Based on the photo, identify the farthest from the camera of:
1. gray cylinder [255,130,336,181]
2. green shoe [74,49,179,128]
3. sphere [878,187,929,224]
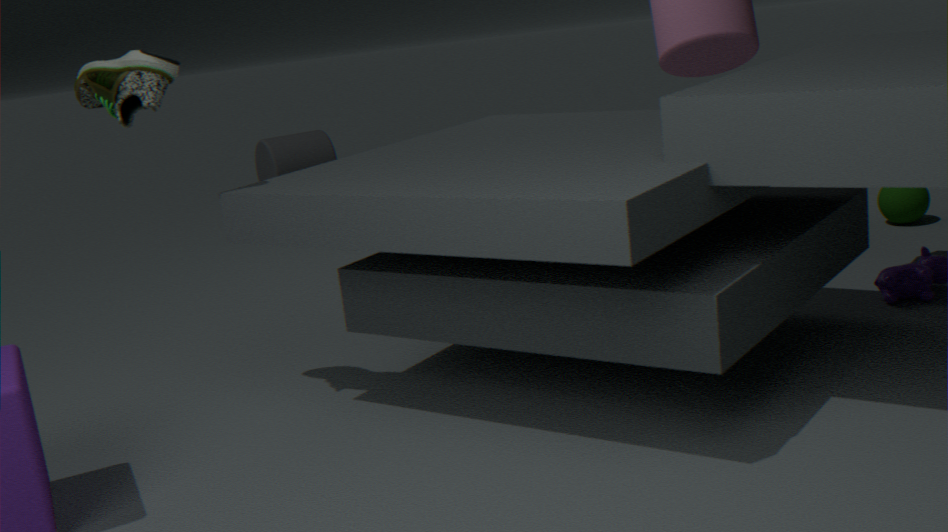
gray cylinder [255,130,336,181]
